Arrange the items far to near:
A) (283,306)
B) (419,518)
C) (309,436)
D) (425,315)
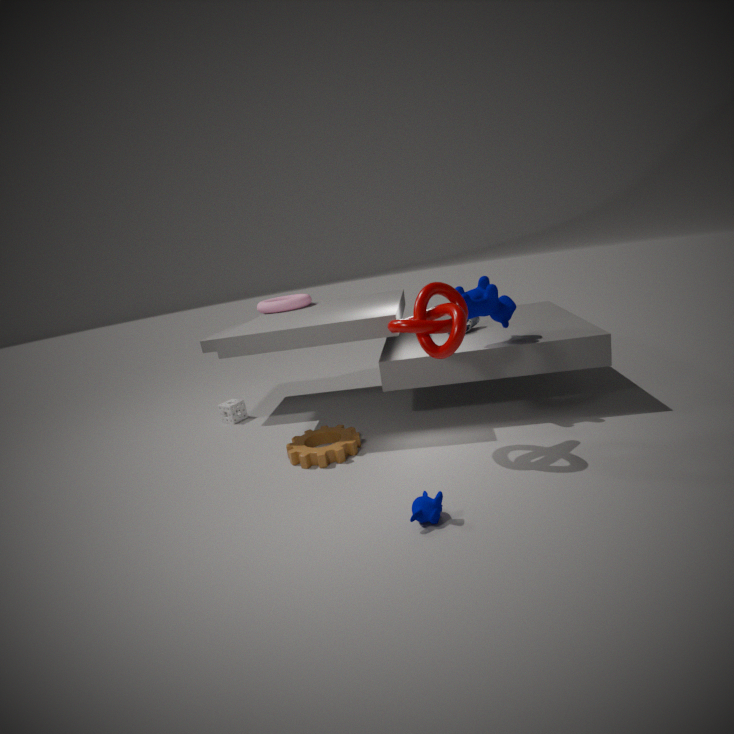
1. A. (283,306)
2. C. (309,436)
3. D. (425,315)
4. B. (419,518)
